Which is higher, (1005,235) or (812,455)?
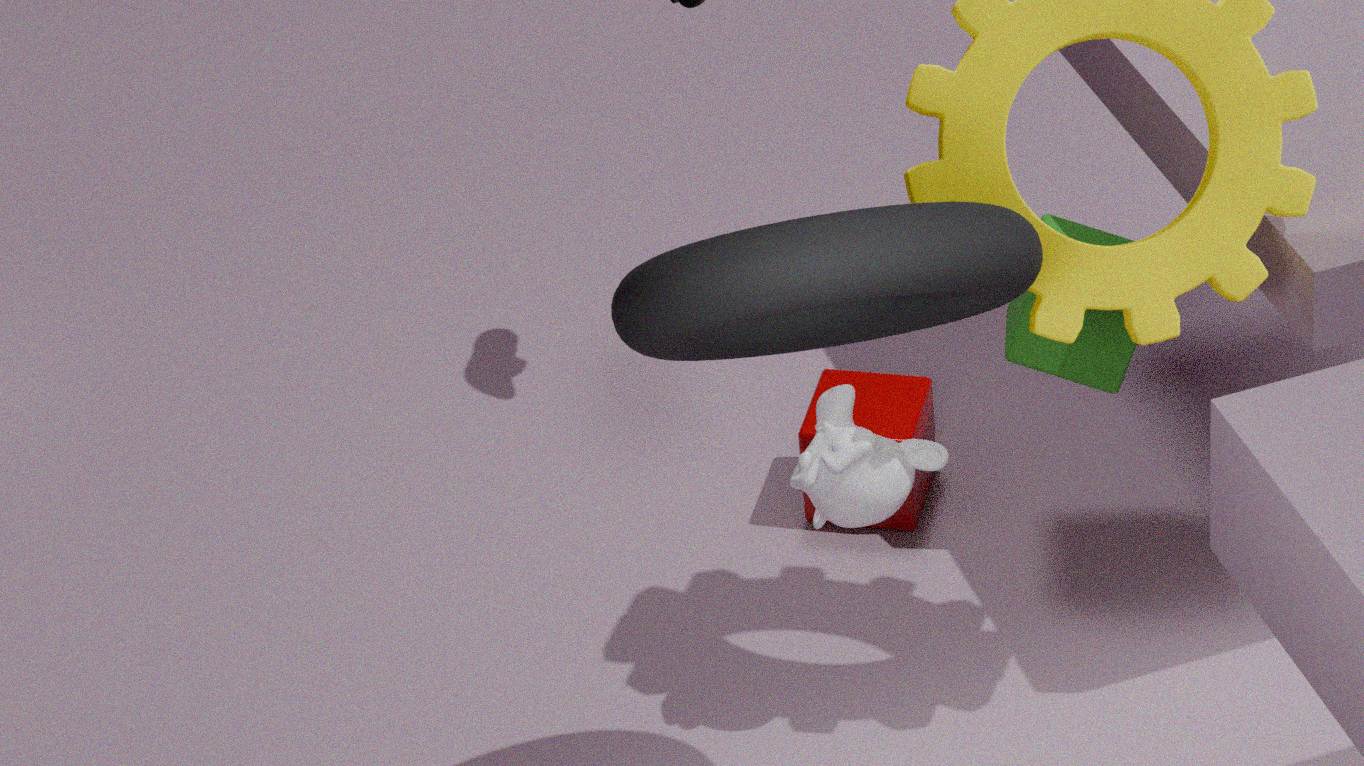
(1005,235)
